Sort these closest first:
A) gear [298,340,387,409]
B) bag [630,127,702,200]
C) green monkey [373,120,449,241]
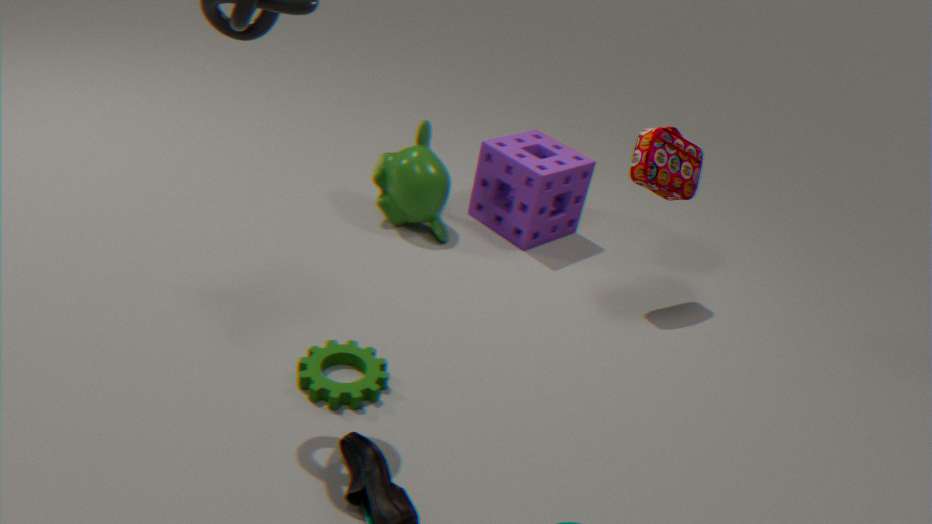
gear [298,340,387,409] < bag [630,127,702,200] < green monkey [373,120,449,241]
